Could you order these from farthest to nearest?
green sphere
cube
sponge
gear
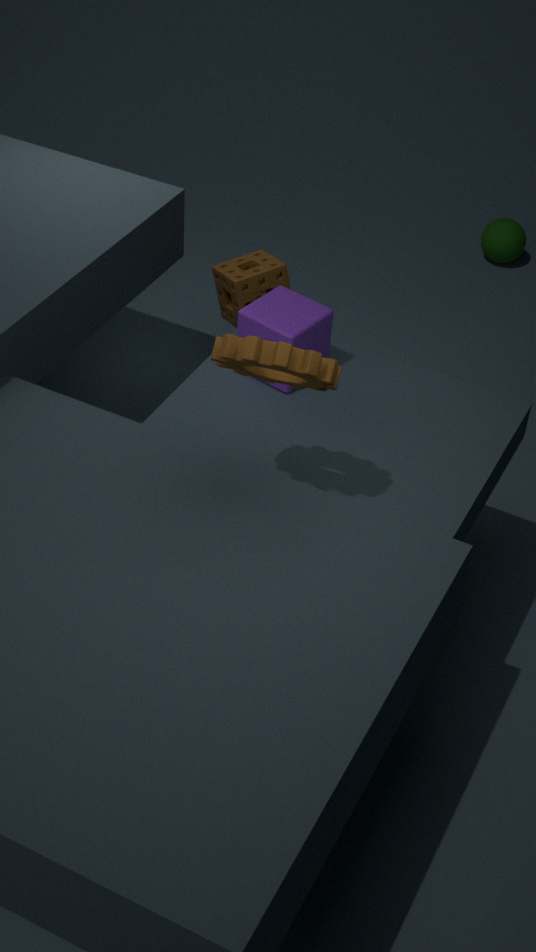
green sphere
sponge
cube
gear
